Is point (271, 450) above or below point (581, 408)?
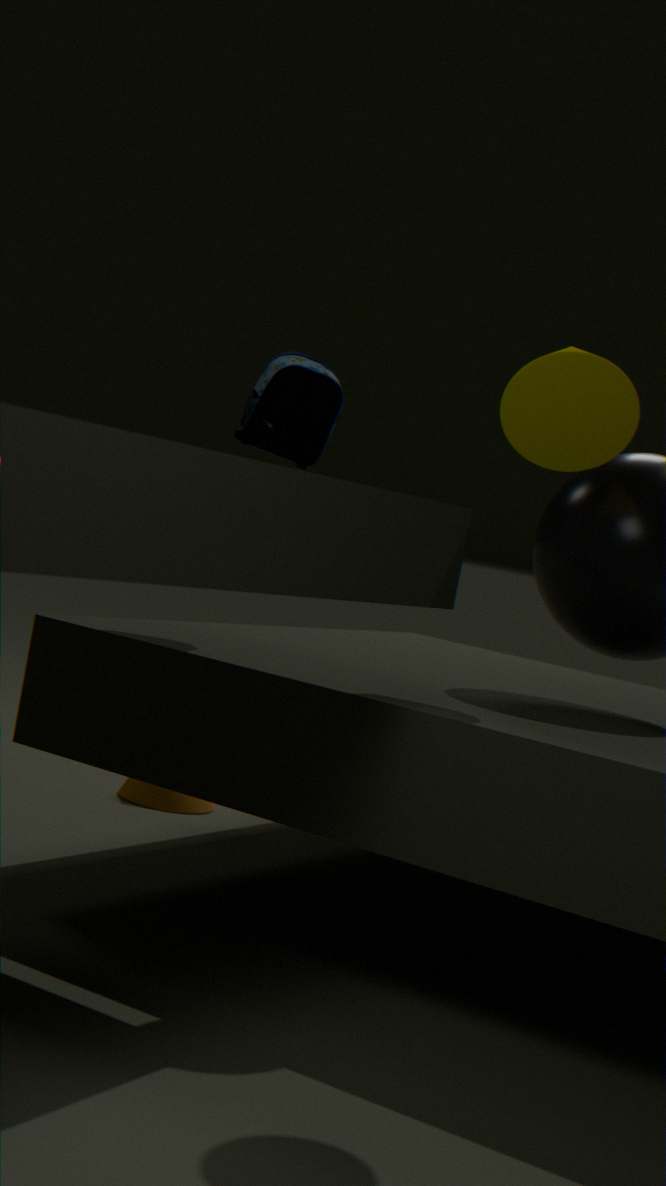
below
